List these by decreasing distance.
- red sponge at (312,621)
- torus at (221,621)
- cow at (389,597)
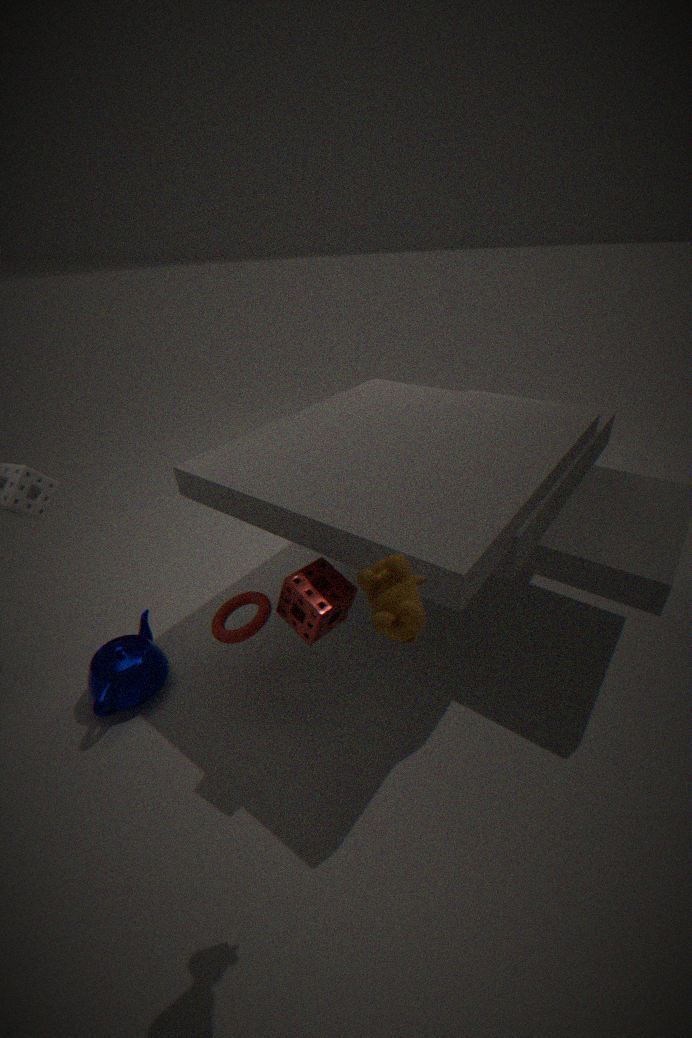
torus at (221,621) → red sponge at (312,621) → cow at (389,597)
